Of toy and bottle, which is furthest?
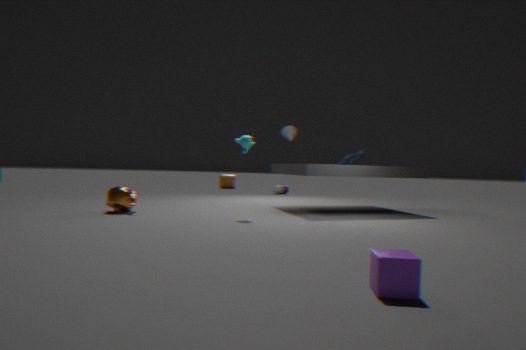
bottle
